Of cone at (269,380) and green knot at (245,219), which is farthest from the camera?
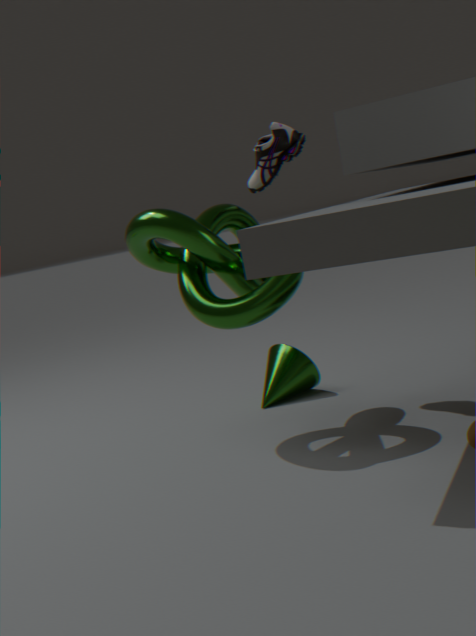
cone at (269,380)
